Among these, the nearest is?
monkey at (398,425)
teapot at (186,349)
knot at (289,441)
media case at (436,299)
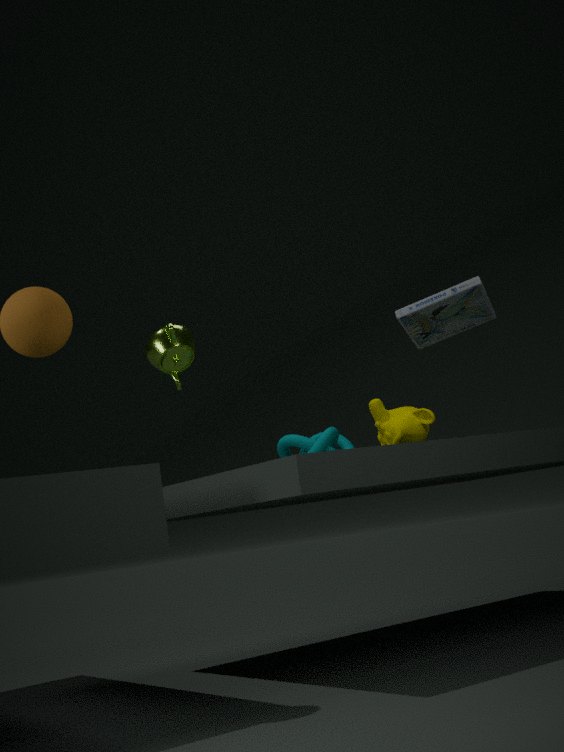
media case at (436,299)
